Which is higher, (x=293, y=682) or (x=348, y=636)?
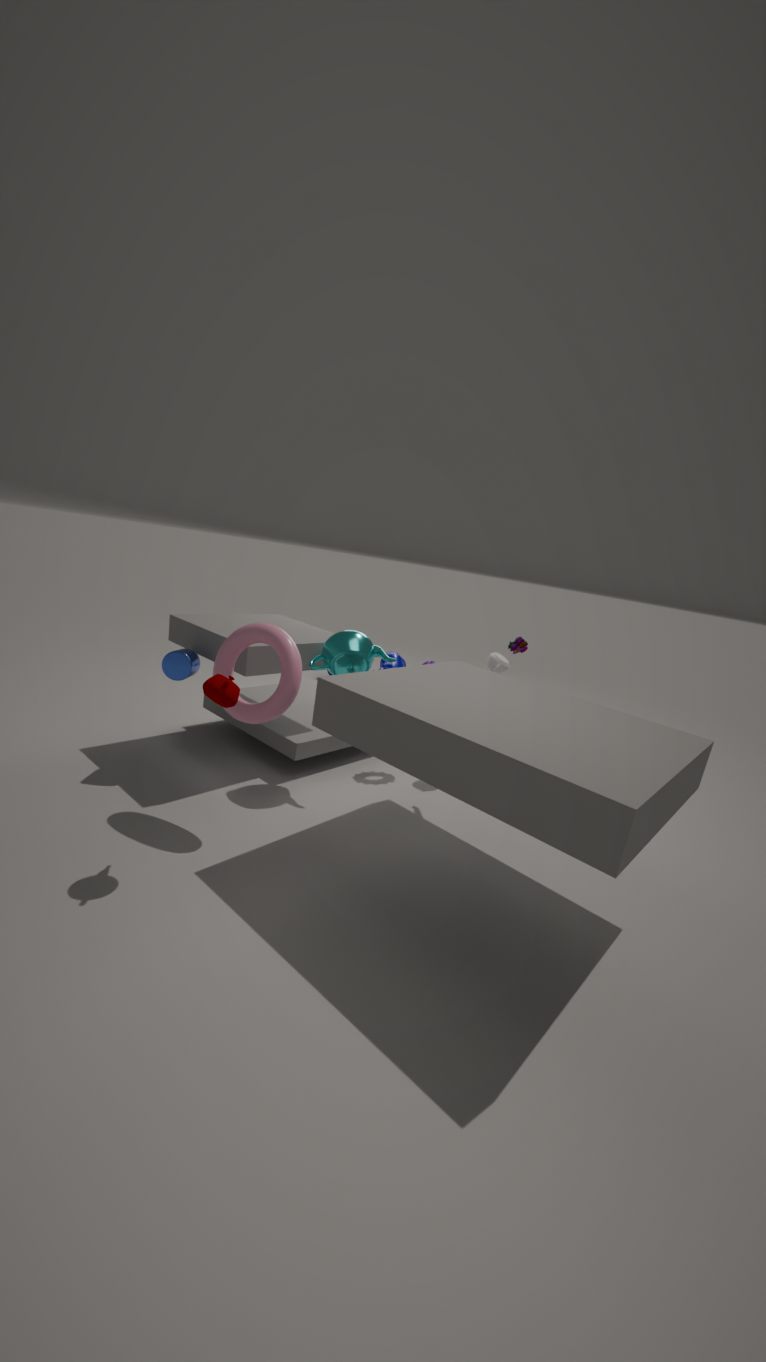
(x=348, y=636)
